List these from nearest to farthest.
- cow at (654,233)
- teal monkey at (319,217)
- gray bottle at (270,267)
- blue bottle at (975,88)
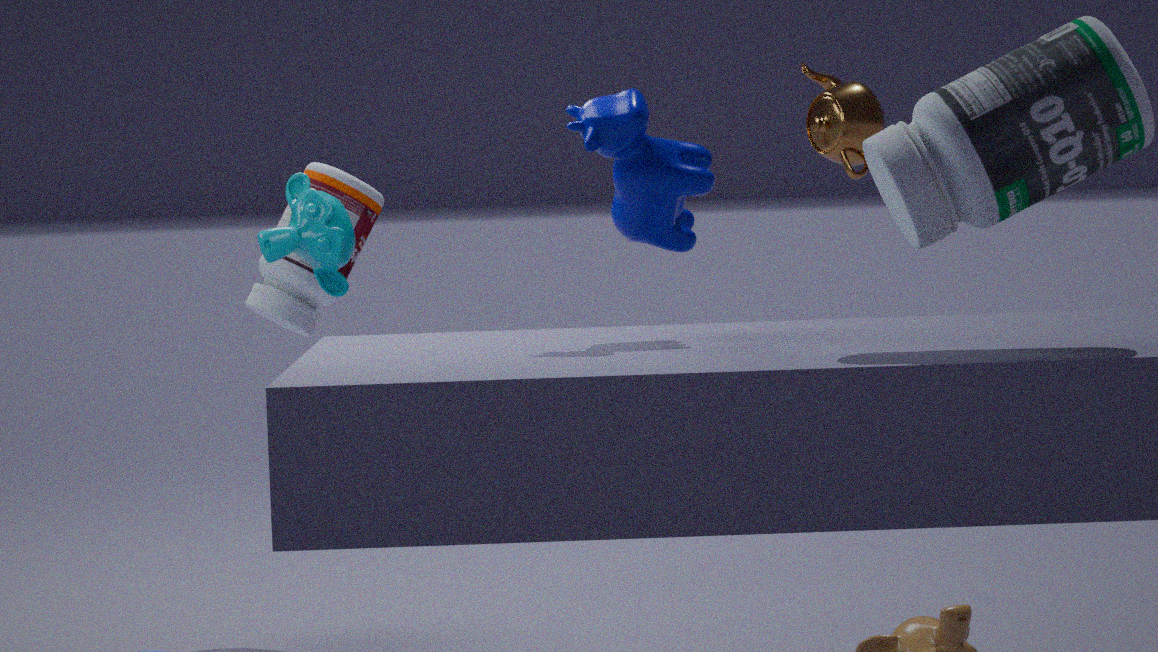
1. blue bottle at (975,88)
2. cow at (654,233)
3. teal monkey at (319,217)
4. gray bottle at (270,267)
